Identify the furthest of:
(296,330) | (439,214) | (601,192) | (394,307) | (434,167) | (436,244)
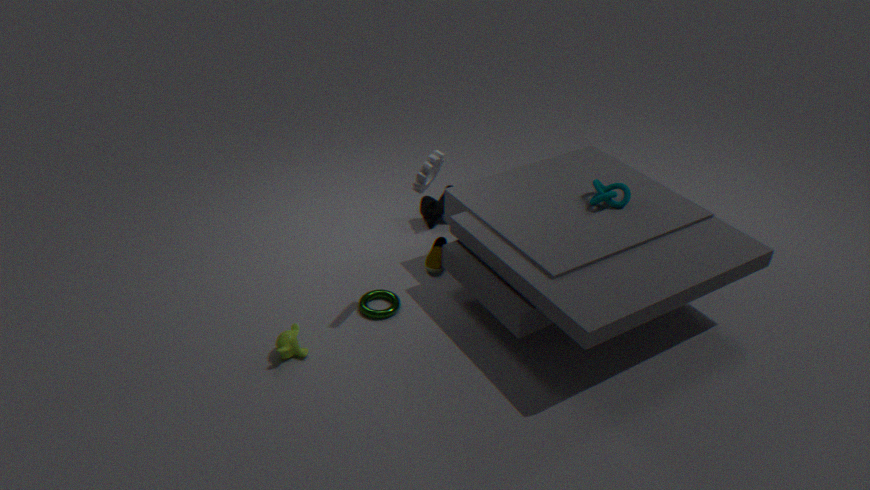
(439,214)
